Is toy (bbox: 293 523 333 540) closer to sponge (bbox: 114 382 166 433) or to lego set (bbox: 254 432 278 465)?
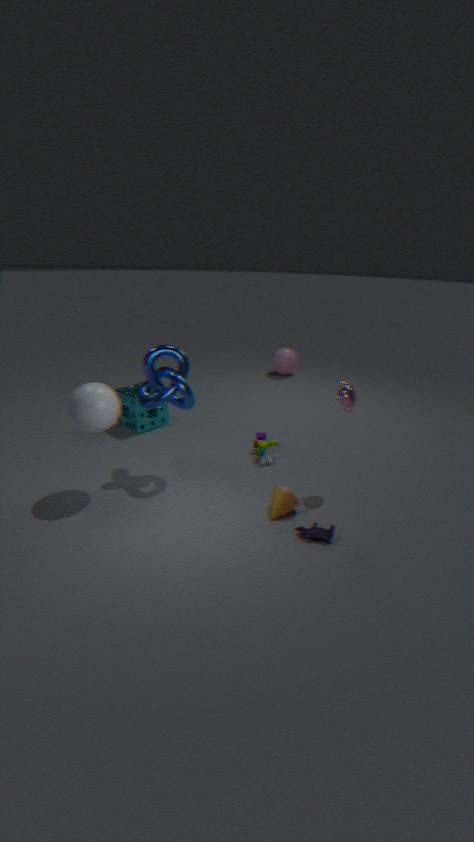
lego set (bbox: 254 432 278 465)
